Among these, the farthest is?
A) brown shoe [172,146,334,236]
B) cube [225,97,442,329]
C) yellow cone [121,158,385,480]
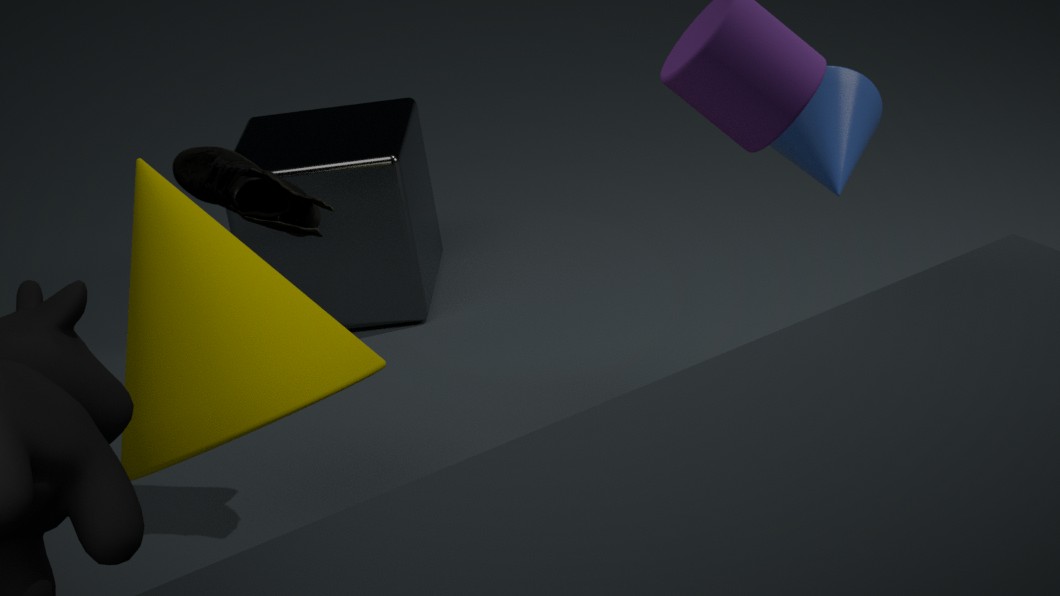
B. cube [225,97,442,329]
